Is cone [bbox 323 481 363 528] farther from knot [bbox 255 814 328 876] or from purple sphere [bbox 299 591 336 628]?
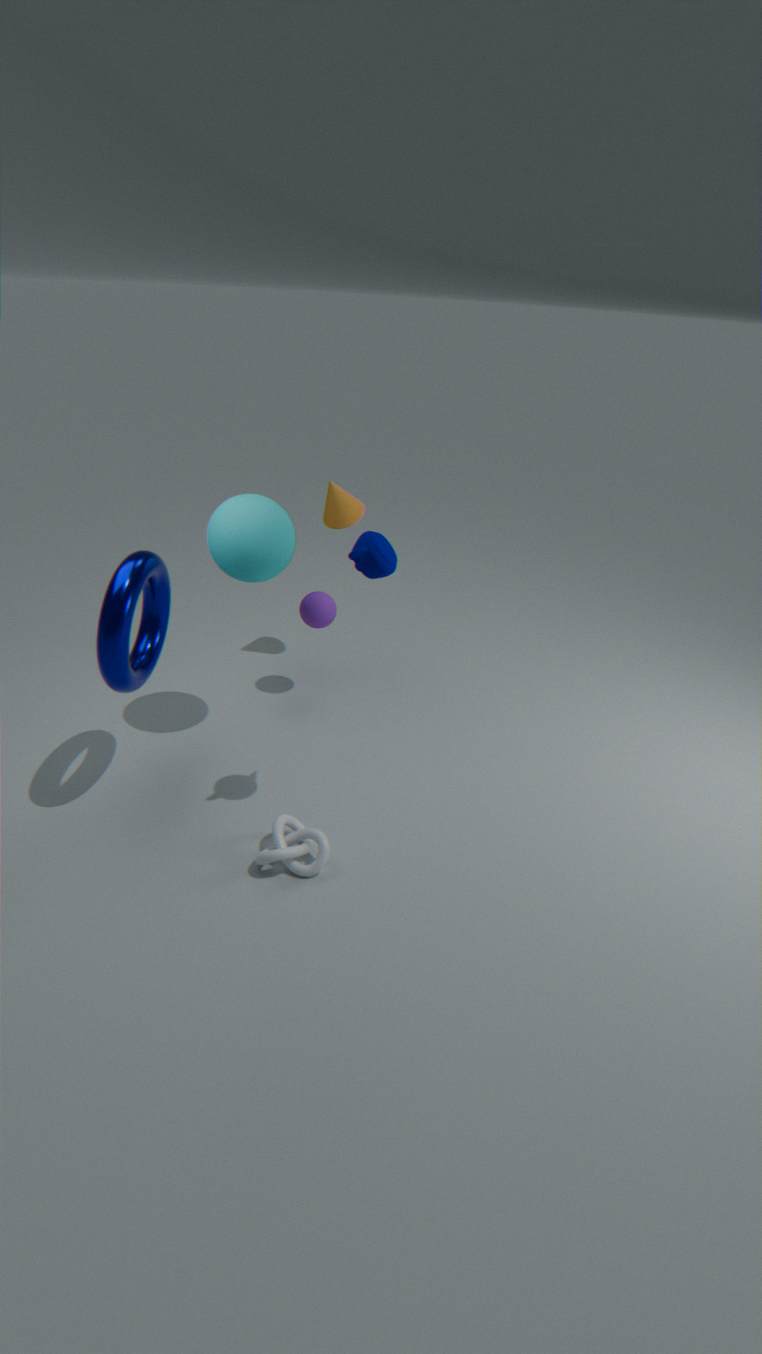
knot [bbox 255 814 328 876]
